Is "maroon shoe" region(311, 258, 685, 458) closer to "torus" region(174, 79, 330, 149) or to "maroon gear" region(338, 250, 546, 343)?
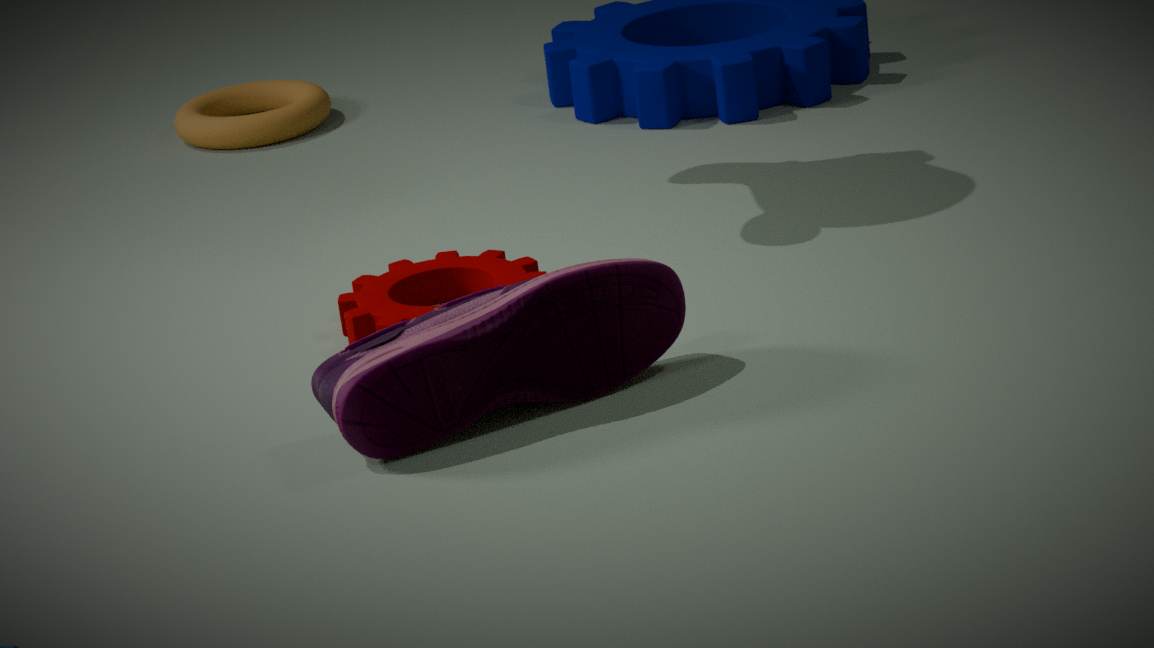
"maroon gear" region(338, 250, 546, 343)
